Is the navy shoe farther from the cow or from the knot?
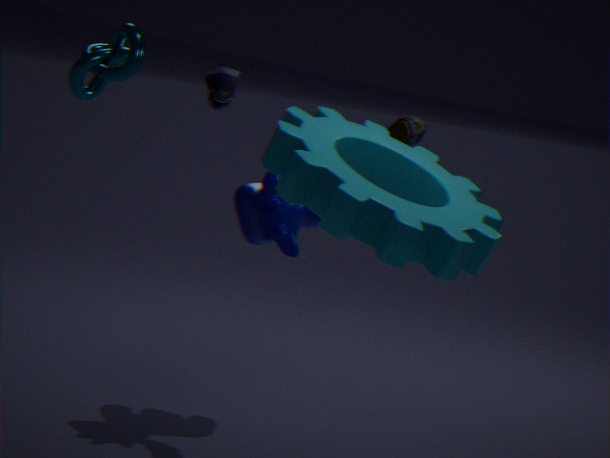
the knot
